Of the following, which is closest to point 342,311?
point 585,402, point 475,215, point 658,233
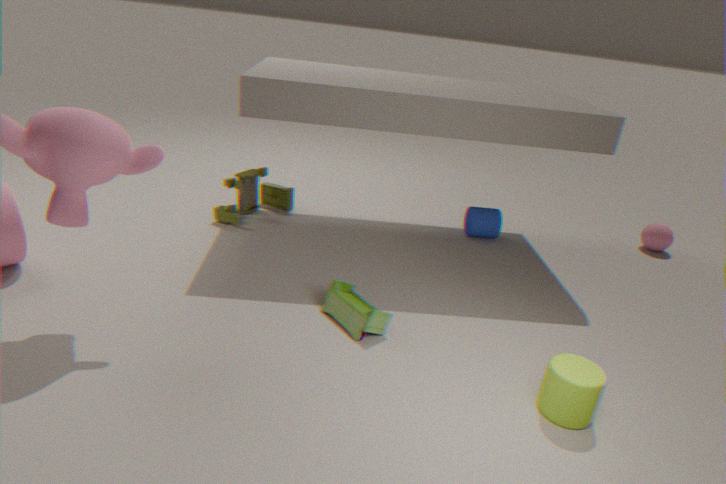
point 585,402
